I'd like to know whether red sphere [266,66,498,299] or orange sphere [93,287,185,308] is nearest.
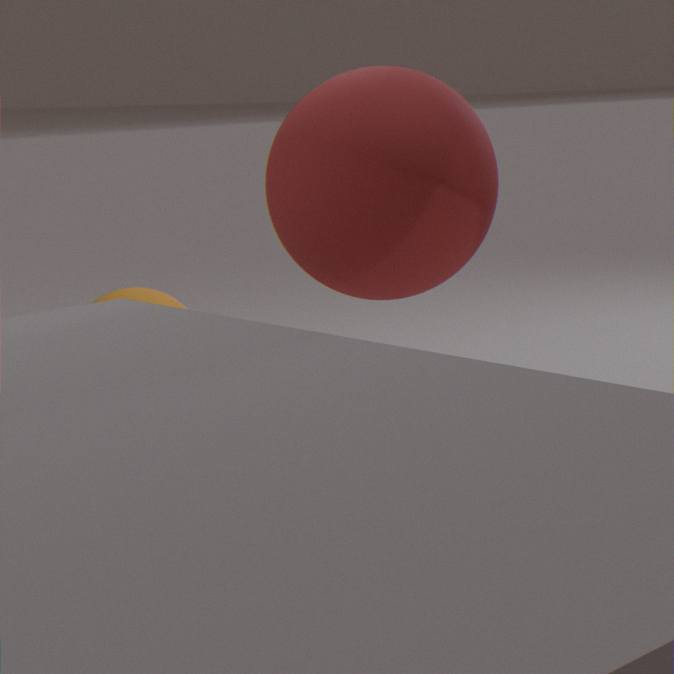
red sphere [266,66,498,299]
